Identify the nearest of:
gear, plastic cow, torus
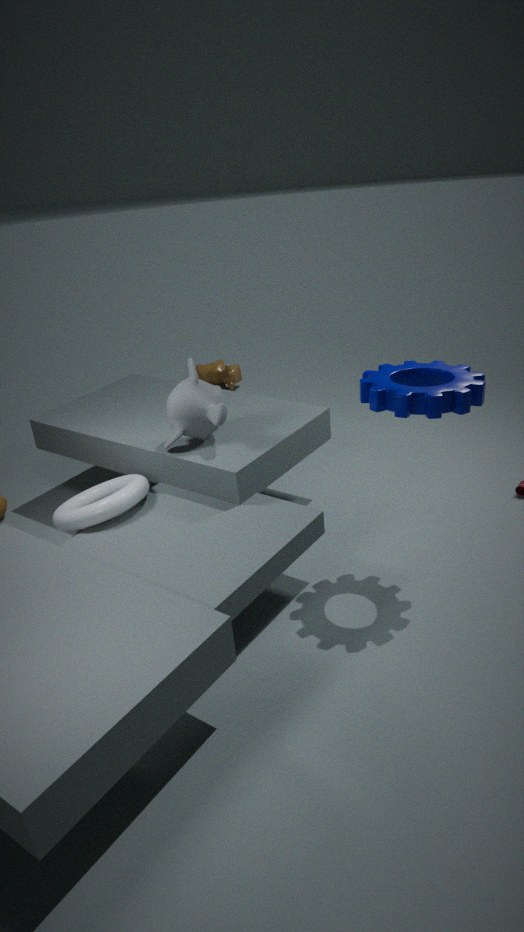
gear
